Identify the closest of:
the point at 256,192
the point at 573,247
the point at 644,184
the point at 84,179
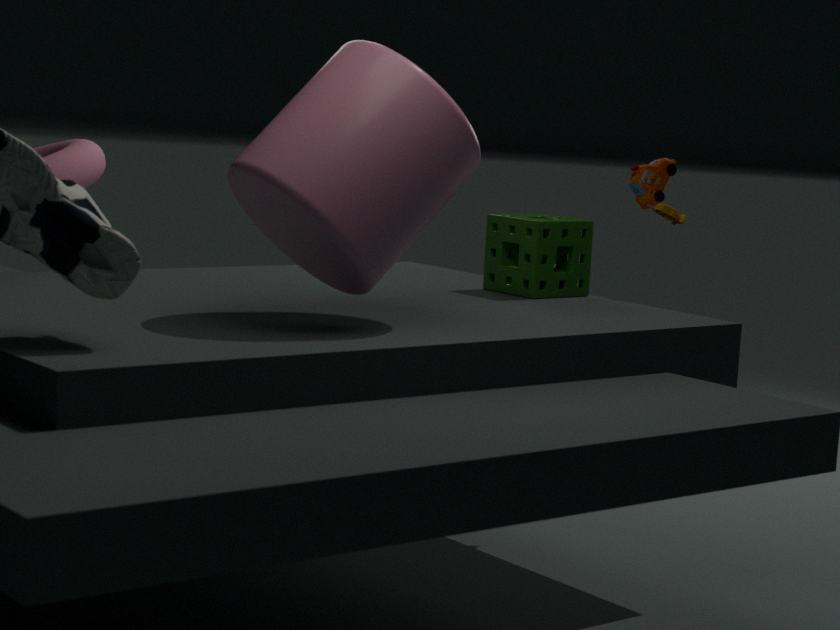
the point at 256,192
